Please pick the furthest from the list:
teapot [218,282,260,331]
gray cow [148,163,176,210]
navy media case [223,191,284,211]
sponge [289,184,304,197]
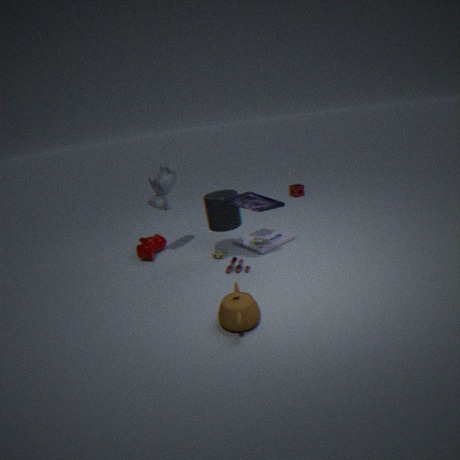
sponge [289,184,304,197]
